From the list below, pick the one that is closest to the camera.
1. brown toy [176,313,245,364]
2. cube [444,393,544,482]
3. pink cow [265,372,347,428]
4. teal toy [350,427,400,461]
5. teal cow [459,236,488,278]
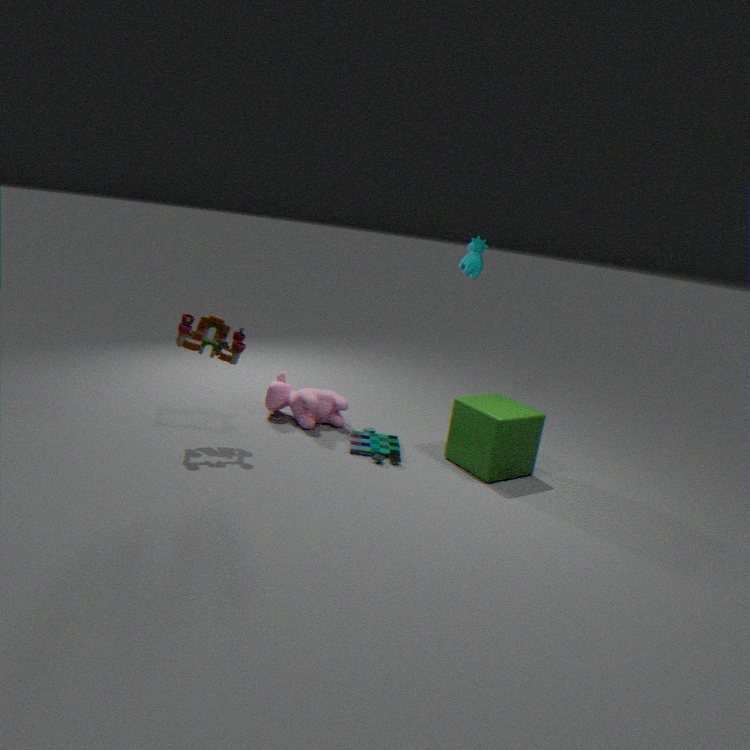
brown toy [176,313,245,364]
